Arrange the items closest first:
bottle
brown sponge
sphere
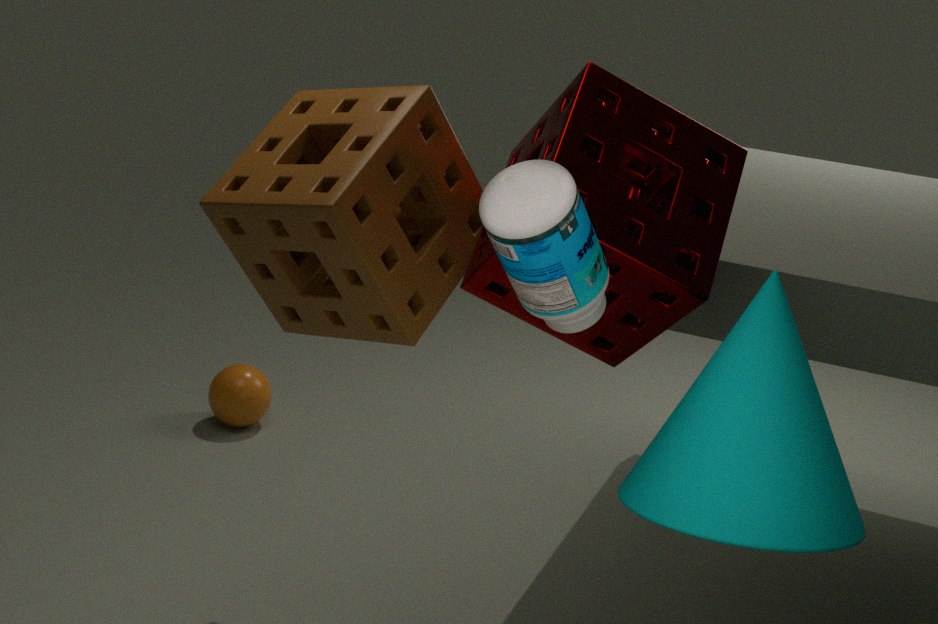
bottle
brown sponge
sphere
